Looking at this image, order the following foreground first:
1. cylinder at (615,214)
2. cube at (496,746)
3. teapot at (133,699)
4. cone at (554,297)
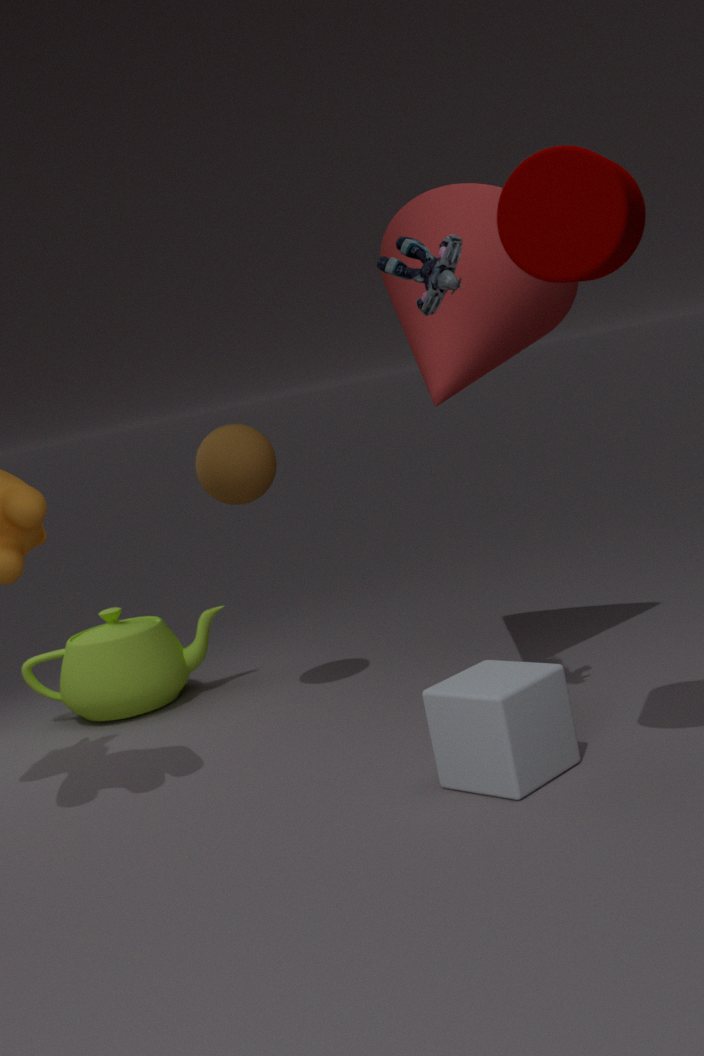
cylinder at (615,214)
cube at (496,746)
cone at (554,297)
teapot at (133,699)
